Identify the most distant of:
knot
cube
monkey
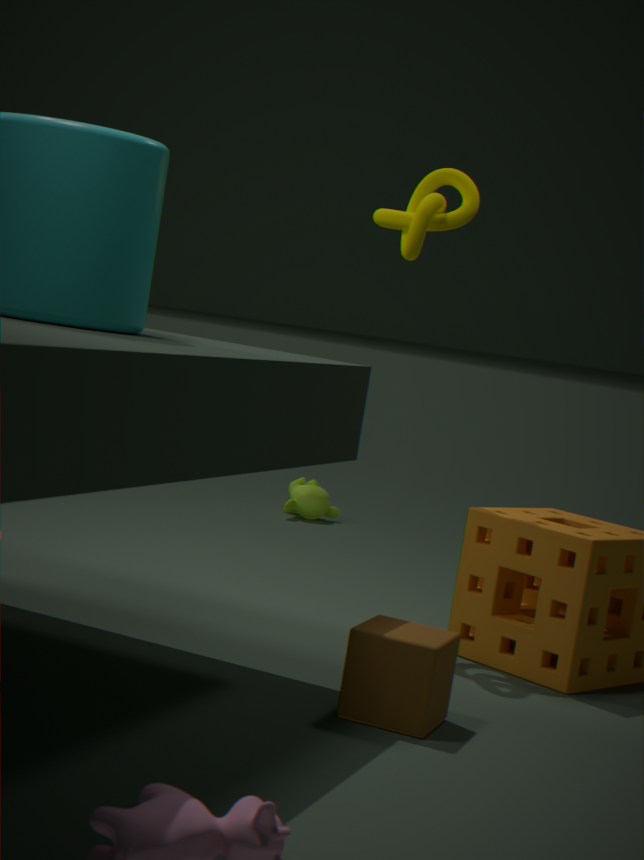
monkey
